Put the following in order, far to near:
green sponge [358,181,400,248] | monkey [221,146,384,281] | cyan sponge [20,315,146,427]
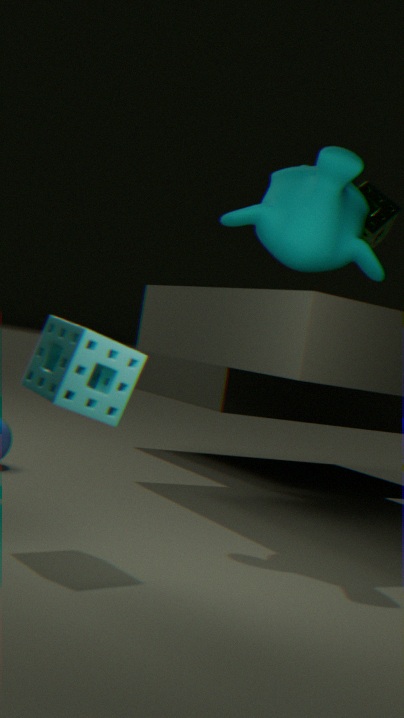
green sponge [358,181,400,248]
monkey [221,146,384,281]
cyan sponge [20,315,146,427]
